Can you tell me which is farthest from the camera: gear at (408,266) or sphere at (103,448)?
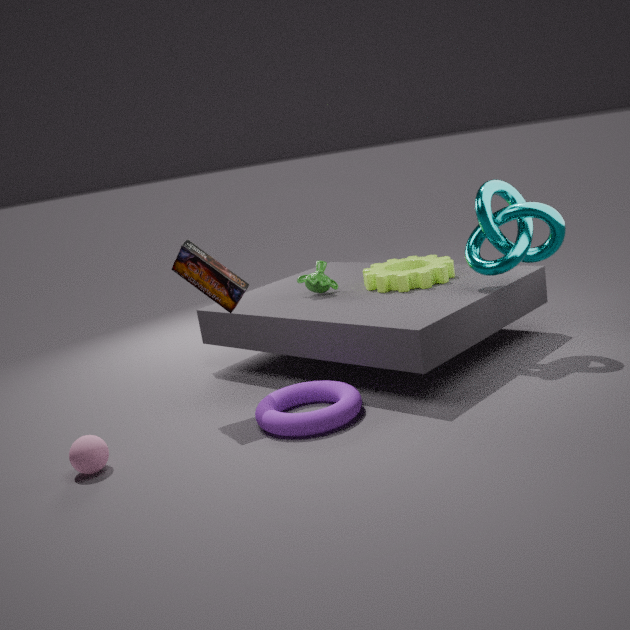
gear at (408,266)
